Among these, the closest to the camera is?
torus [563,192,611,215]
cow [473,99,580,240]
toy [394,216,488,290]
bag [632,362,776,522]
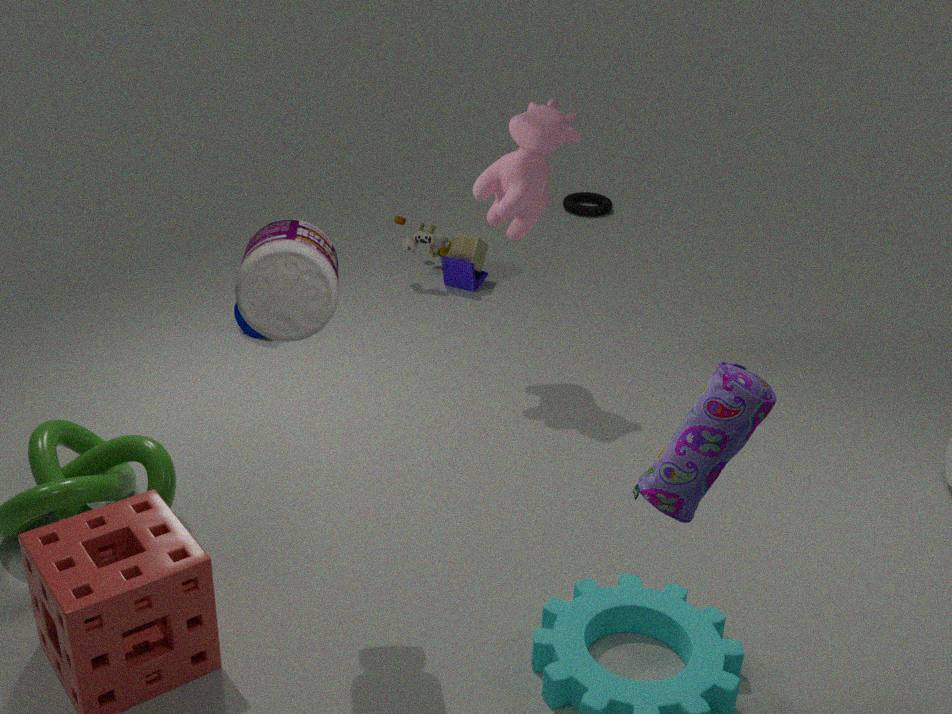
bag [632,362,776,522]
